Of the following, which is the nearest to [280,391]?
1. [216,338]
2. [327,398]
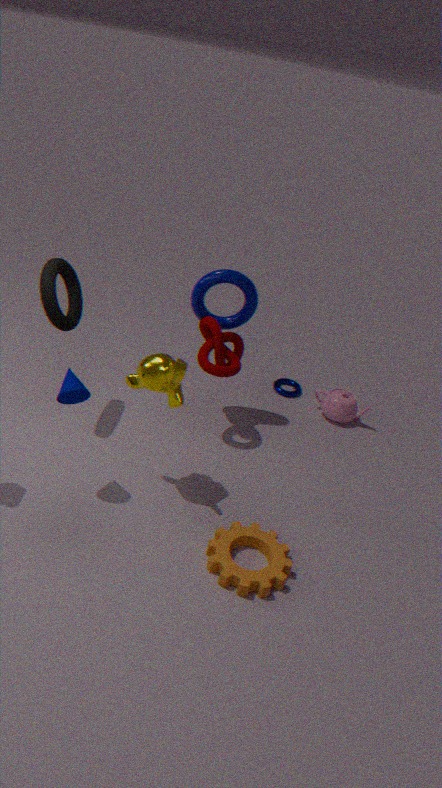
[327,398]
